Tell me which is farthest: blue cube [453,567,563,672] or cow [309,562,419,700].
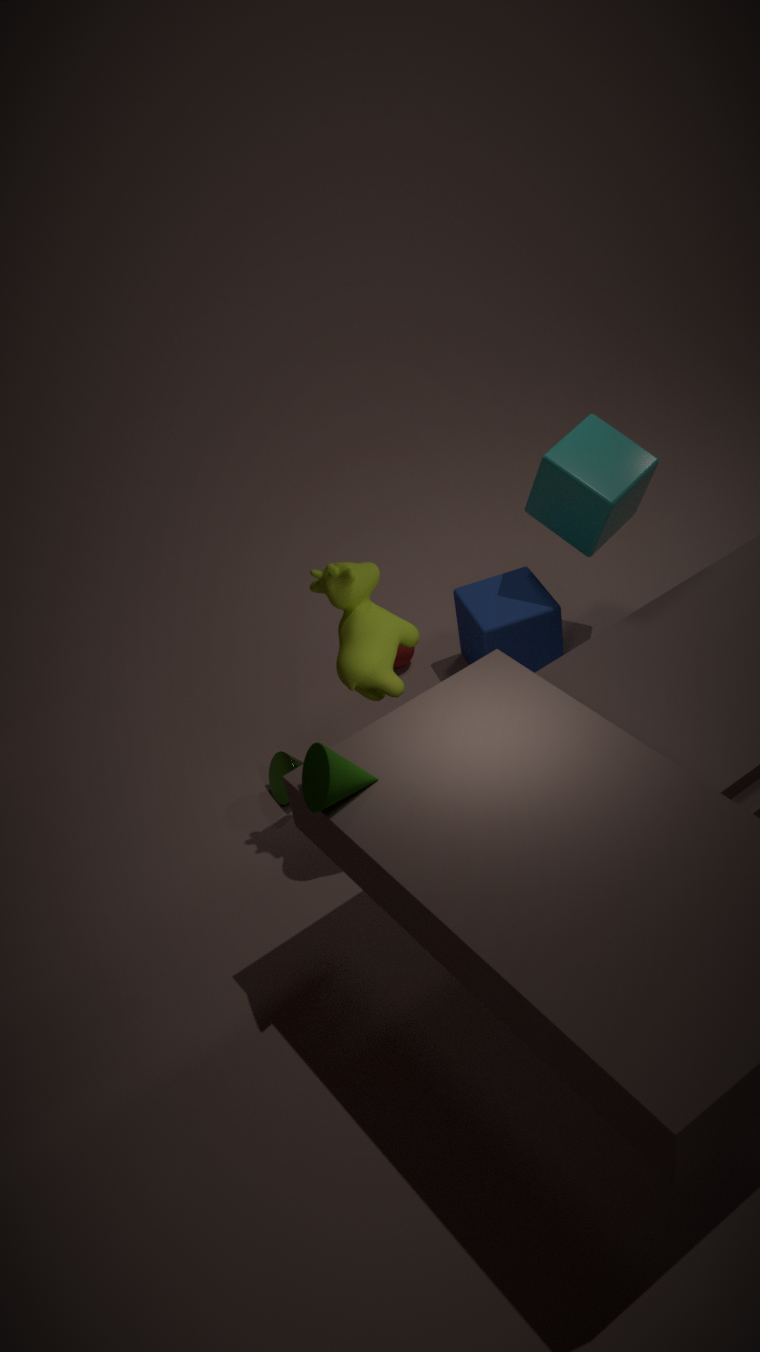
blue cube [453,567,563,672]
